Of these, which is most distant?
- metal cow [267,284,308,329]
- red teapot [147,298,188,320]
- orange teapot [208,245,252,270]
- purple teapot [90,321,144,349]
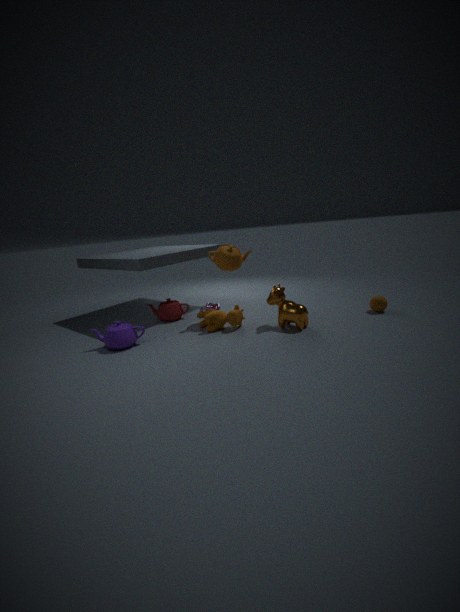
red teapot [147,298,188,320]
